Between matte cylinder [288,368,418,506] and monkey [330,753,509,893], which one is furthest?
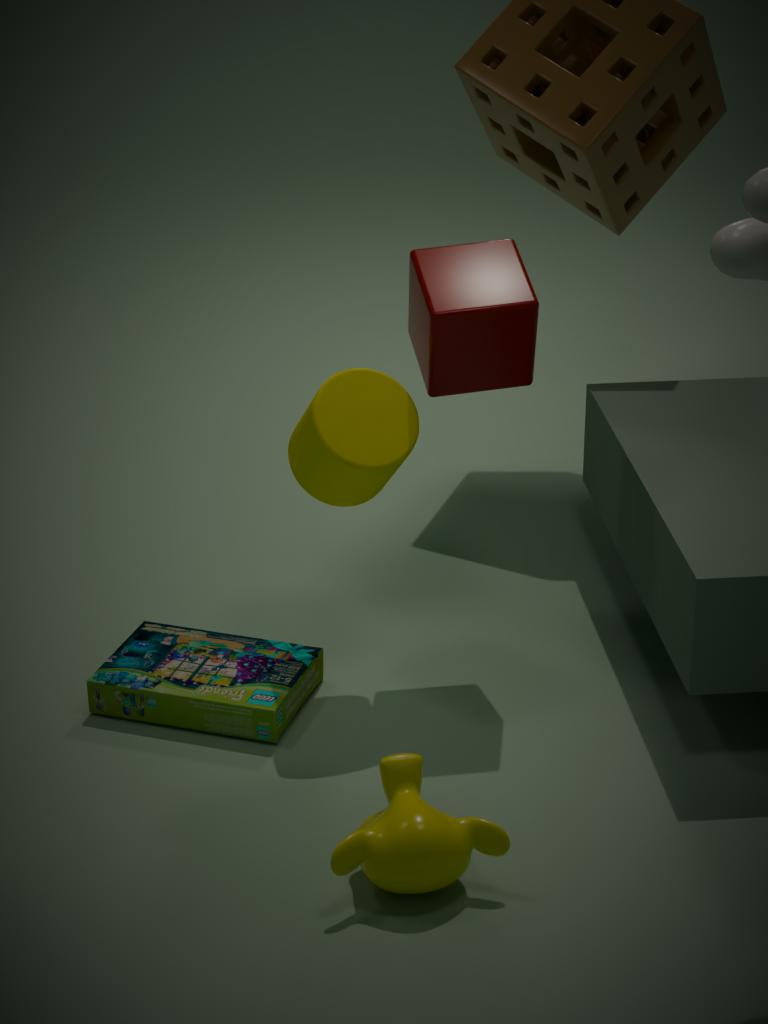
matte cylinder [288,368,418,506]
